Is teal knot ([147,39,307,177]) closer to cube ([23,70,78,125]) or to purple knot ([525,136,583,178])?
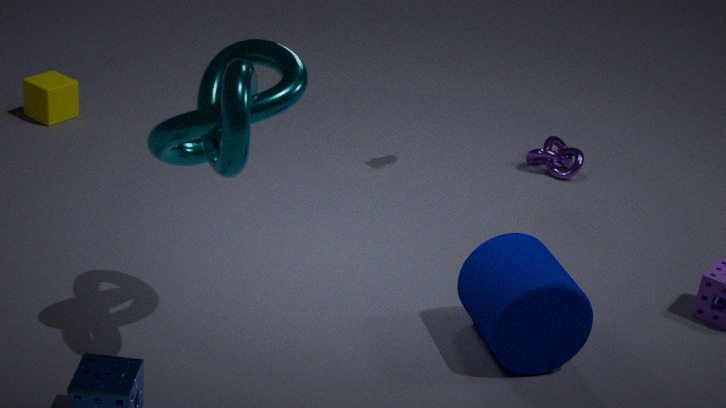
cube ([23,70,78,125])
